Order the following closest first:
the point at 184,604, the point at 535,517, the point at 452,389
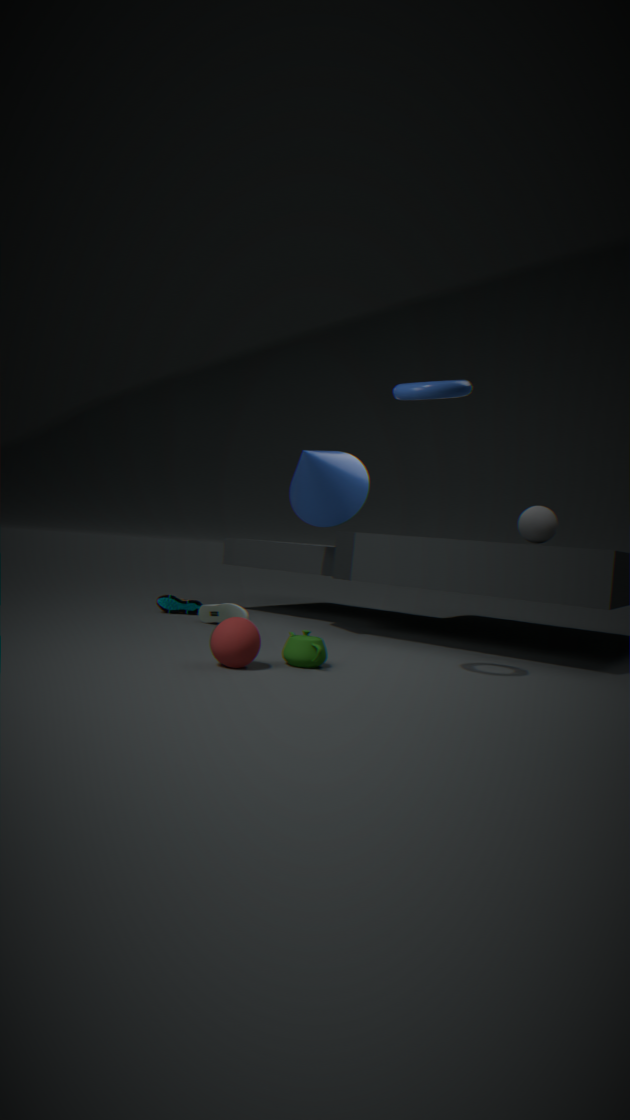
the point at 452,389
the point at 535,517
the point at 184,604
